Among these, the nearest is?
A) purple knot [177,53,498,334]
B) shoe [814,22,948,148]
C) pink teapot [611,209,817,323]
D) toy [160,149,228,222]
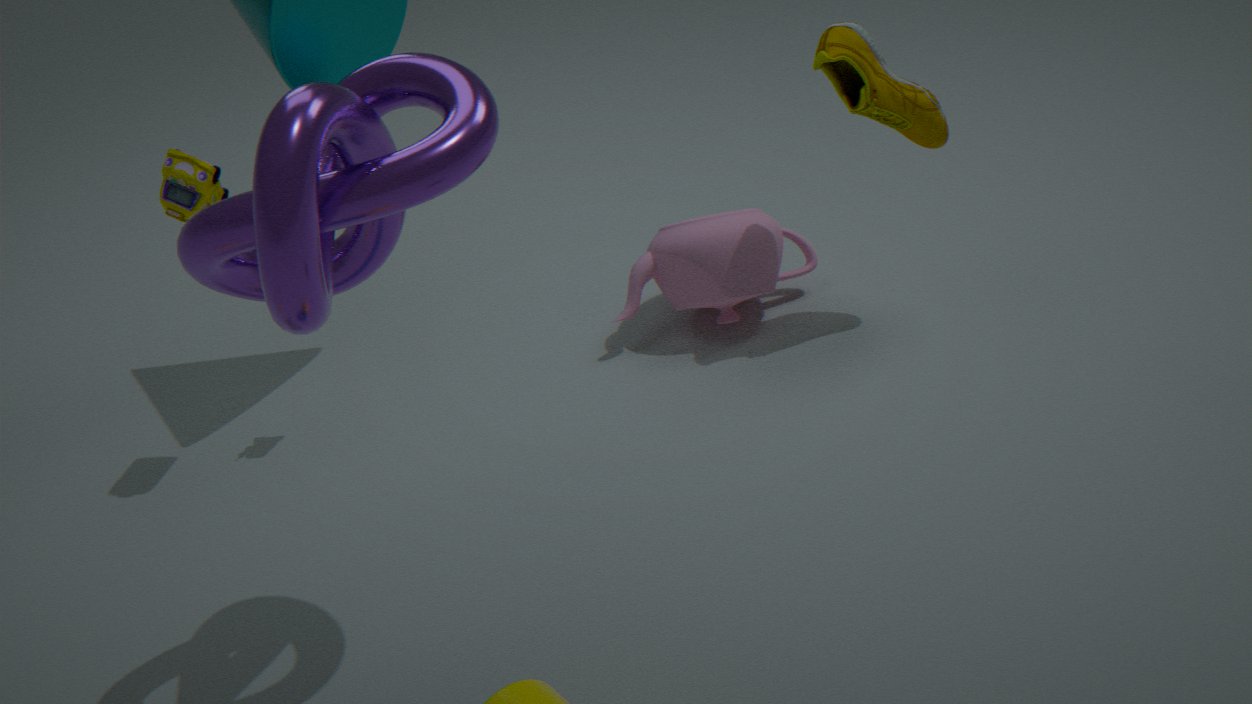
purple knot [177,53,498,334]
